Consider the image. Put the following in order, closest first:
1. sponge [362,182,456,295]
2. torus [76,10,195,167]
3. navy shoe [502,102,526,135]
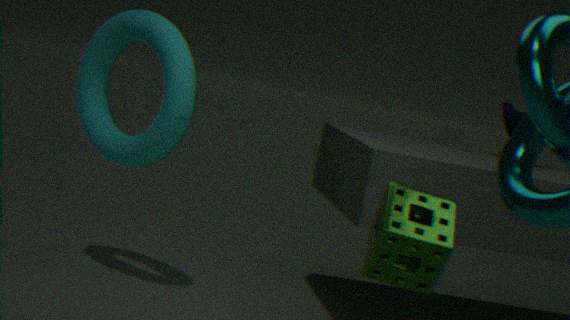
sponge [362,182,456,295] < torus [76,10,195,167] < navy shoe [502,102,526,135]
